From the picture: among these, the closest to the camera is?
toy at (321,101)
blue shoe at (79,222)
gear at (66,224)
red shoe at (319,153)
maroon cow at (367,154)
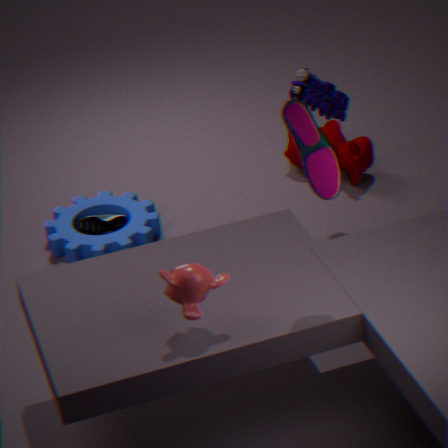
red shoe at (319,153)
